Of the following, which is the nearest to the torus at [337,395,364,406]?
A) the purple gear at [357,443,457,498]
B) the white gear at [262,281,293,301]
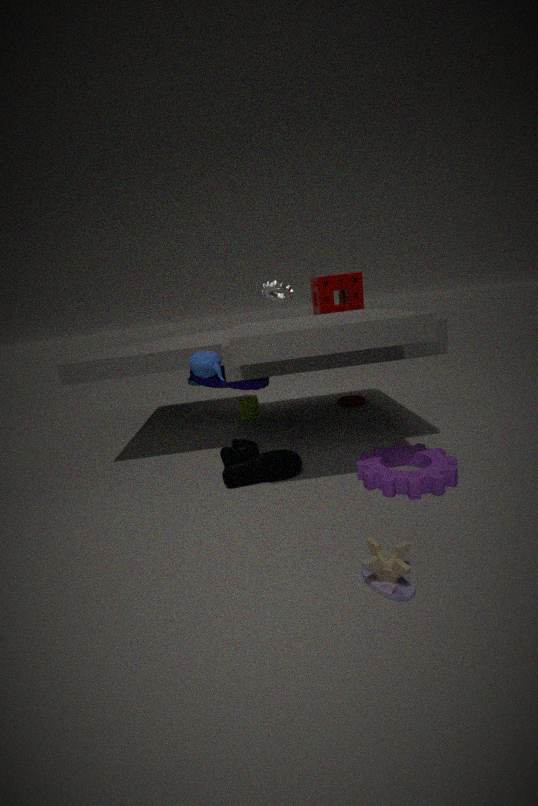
the white gear at [262,281,293,301]
